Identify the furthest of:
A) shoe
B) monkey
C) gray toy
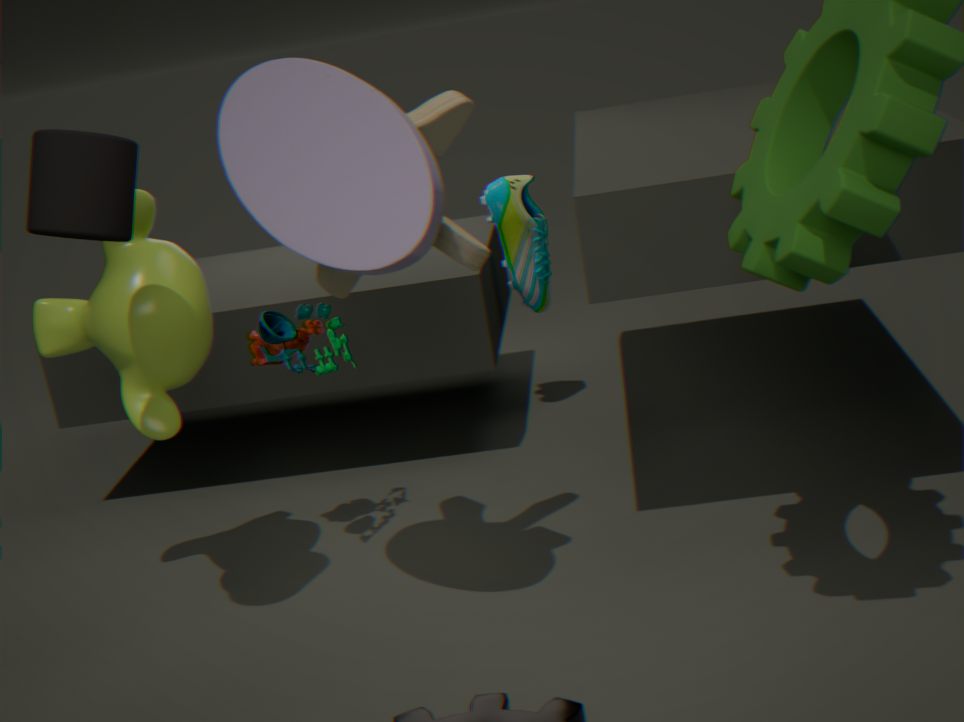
shoe
